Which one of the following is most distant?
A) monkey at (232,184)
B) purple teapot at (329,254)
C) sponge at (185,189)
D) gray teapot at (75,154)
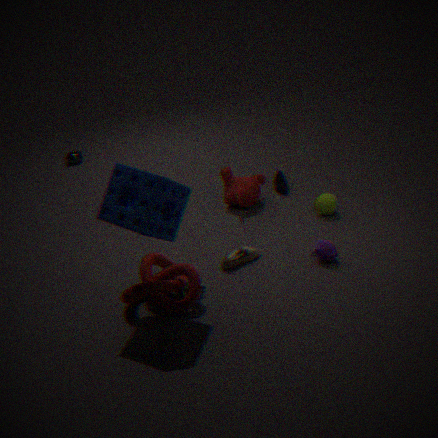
gray teapot at (75,154)
